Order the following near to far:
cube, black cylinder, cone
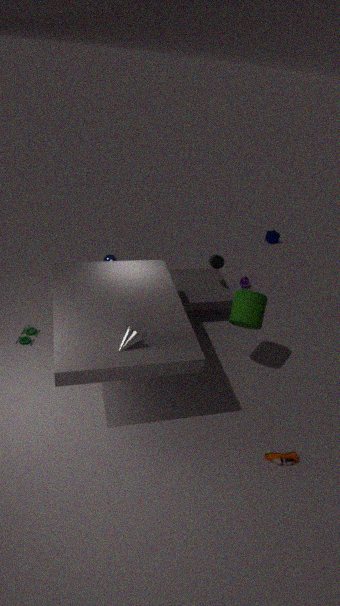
cone
black cylinder
cube
